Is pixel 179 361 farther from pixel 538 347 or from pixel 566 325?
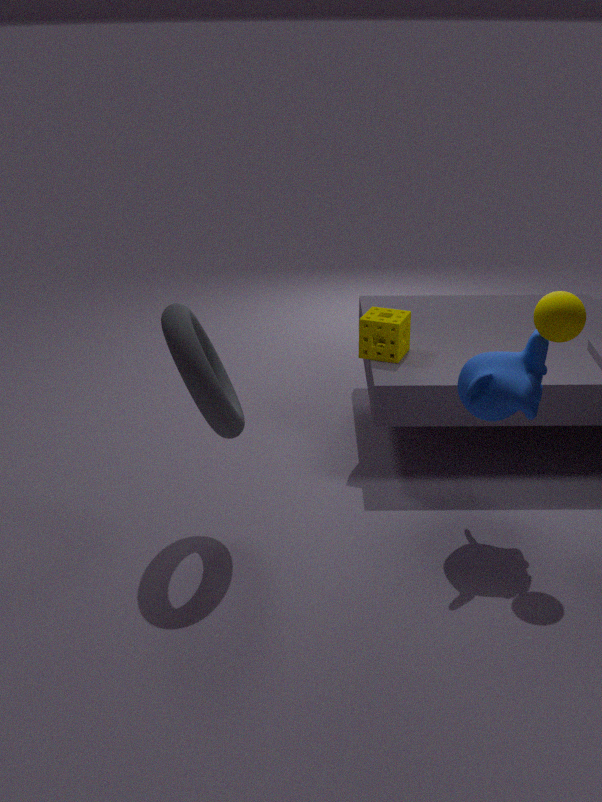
pixel 566 325
